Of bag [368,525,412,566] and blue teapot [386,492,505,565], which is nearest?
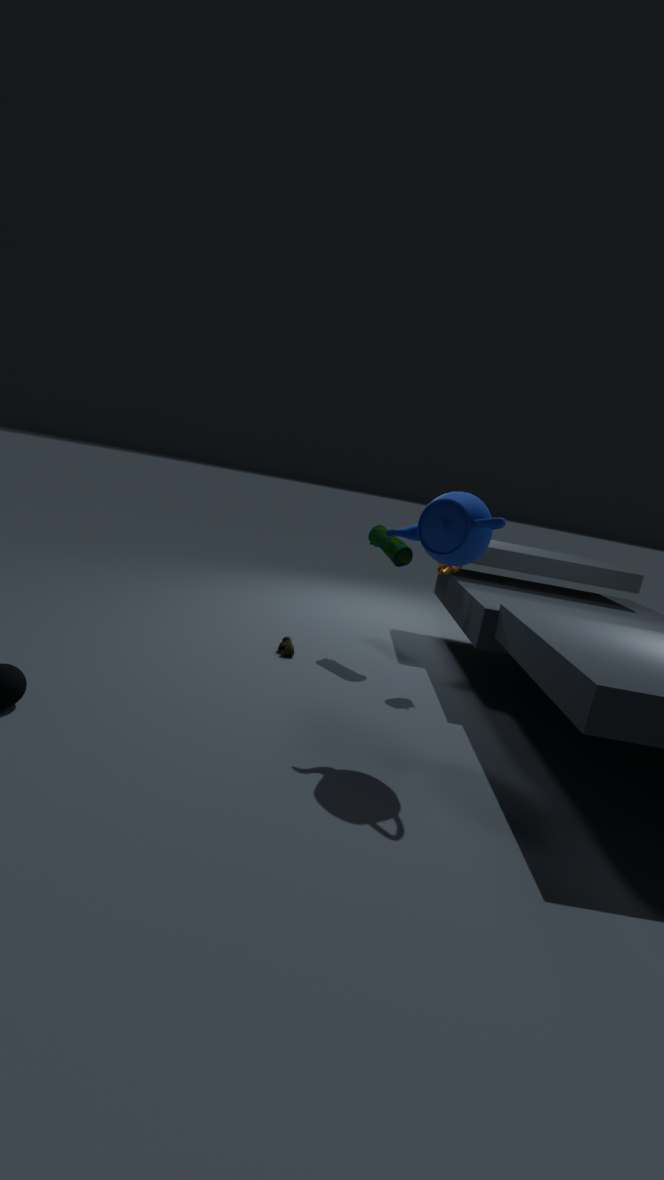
blue teapot [386,492,505,565]
